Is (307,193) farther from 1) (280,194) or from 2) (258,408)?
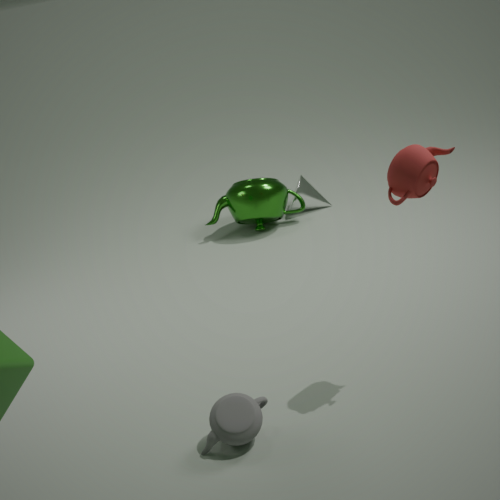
2) (258,408)
